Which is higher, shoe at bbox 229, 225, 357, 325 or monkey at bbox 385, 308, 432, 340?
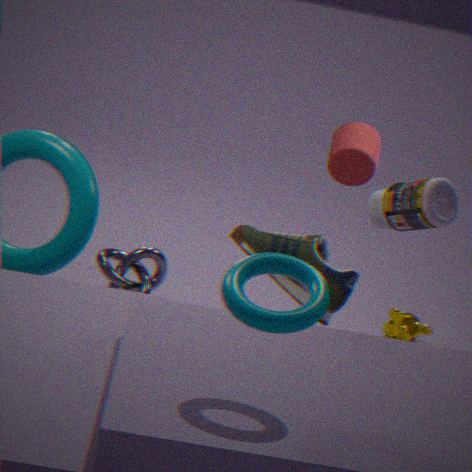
shoe at bbox 229, 225, 357, 325
